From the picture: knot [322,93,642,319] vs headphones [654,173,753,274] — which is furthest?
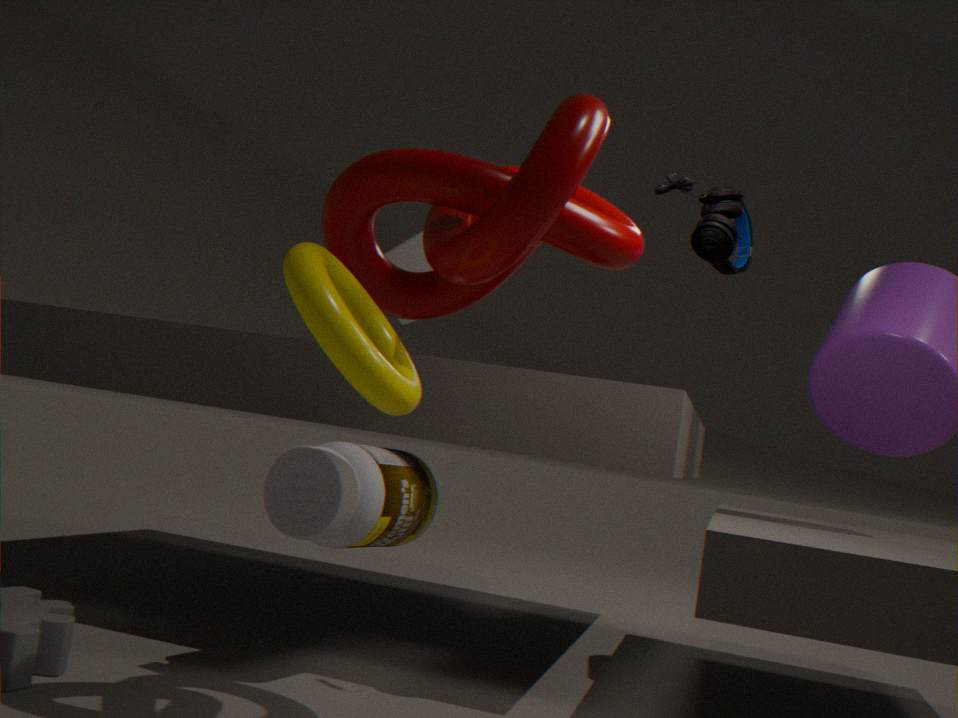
headphones [654,173,753,274]
